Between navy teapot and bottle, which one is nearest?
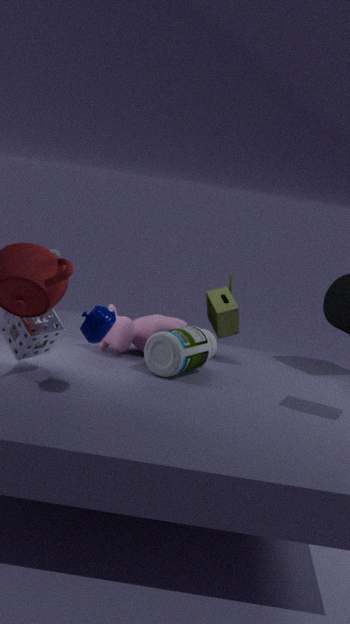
navy teapot
